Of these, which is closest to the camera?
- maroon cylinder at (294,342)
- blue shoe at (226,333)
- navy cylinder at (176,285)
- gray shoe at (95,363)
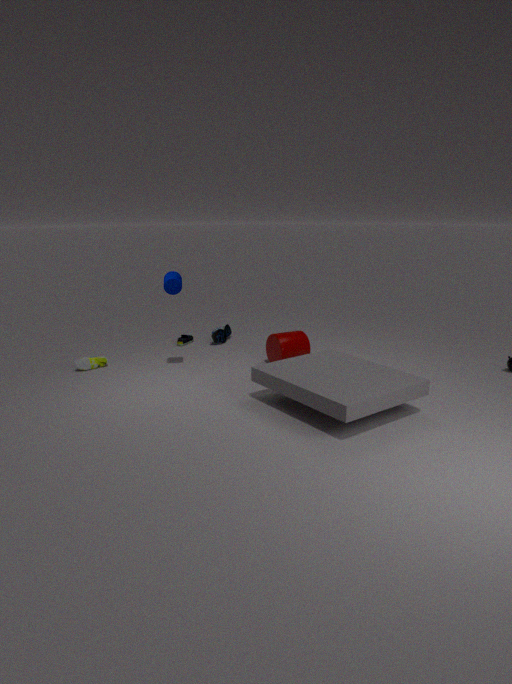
navy cylinder at (176,285)
